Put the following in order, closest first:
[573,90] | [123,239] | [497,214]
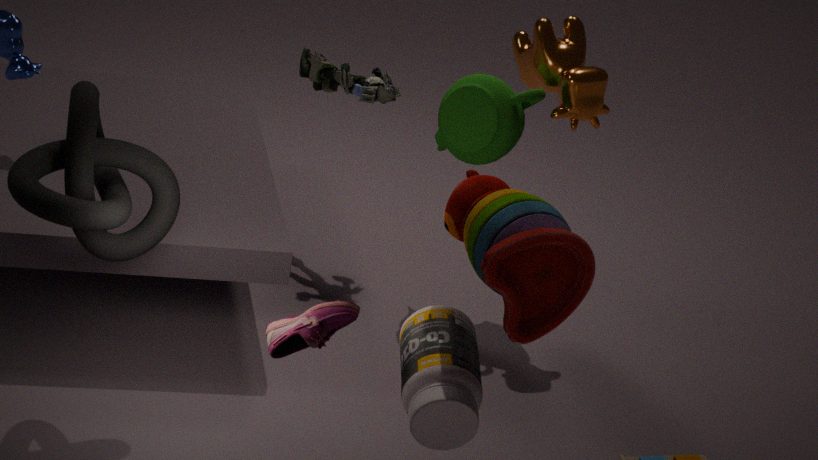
[497,214]
[123,239]
[573,90]
